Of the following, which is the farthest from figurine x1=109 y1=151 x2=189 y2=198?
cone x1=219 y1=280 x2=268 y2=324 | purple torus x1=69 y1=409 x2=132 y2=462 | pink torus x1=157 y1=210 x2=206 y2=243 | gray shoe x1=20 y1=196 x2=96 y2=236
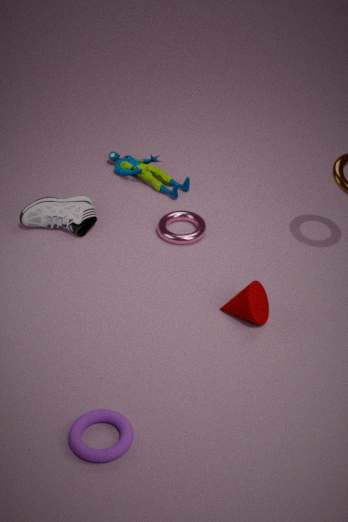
purple torus x1=69 y1=409 x2=132 y2=462
